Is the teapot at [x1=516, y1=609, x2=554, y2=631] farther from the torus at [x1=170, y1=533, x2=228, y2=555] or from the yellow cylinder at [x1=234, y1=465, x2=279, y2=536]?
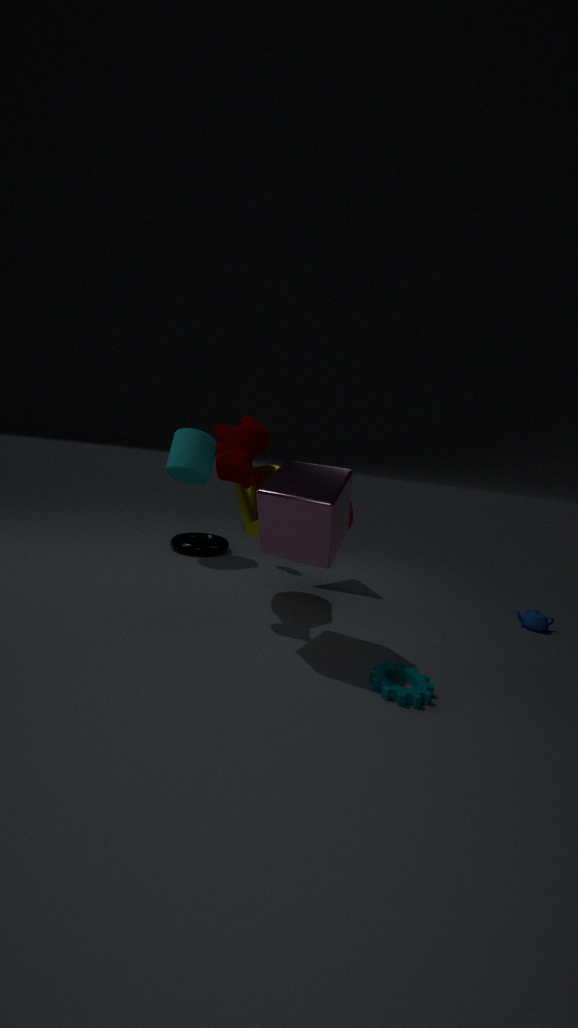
the torus at [x1=170, y1=533, x2=228, y2=555]
